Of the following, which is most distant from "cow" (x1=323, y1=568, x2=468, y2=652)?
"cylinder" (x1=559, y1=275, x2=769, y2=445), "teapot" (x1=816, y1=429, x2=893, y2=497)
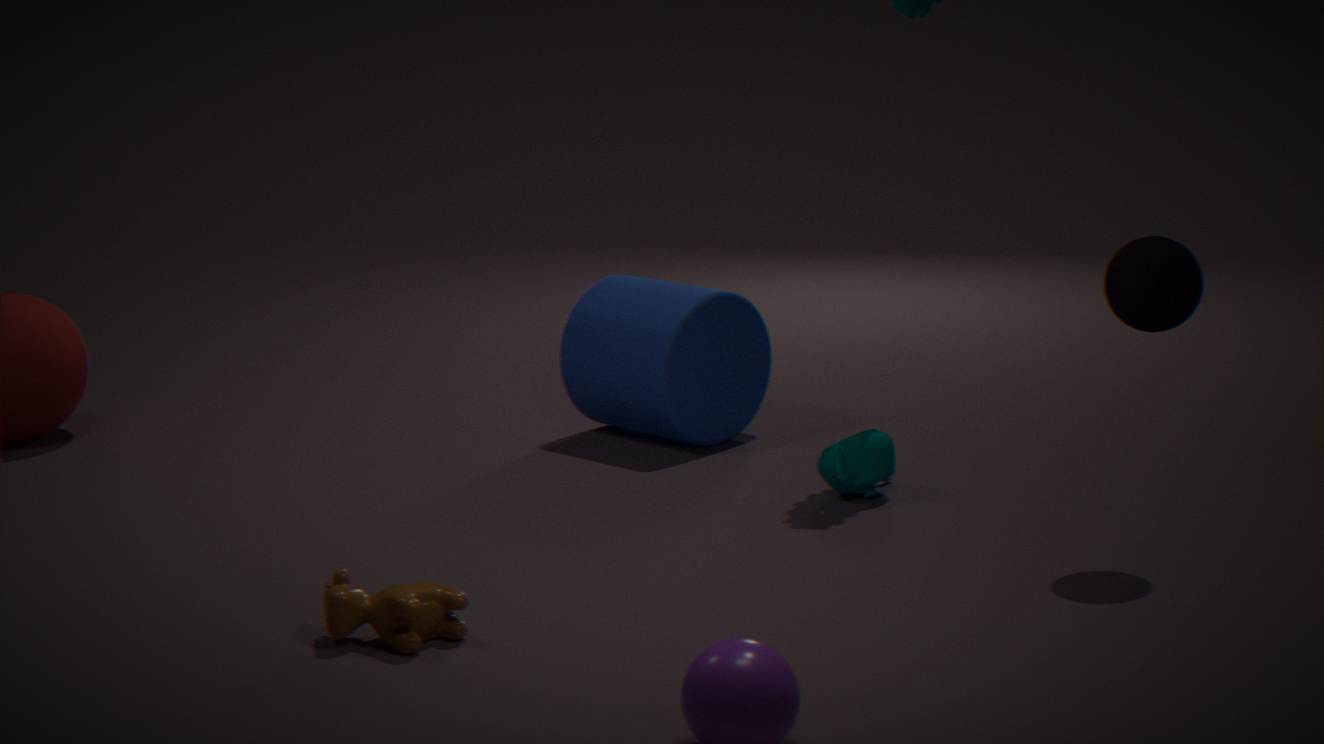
"cylinder" (x1=559, y1=275, x2=769, y2=445)
